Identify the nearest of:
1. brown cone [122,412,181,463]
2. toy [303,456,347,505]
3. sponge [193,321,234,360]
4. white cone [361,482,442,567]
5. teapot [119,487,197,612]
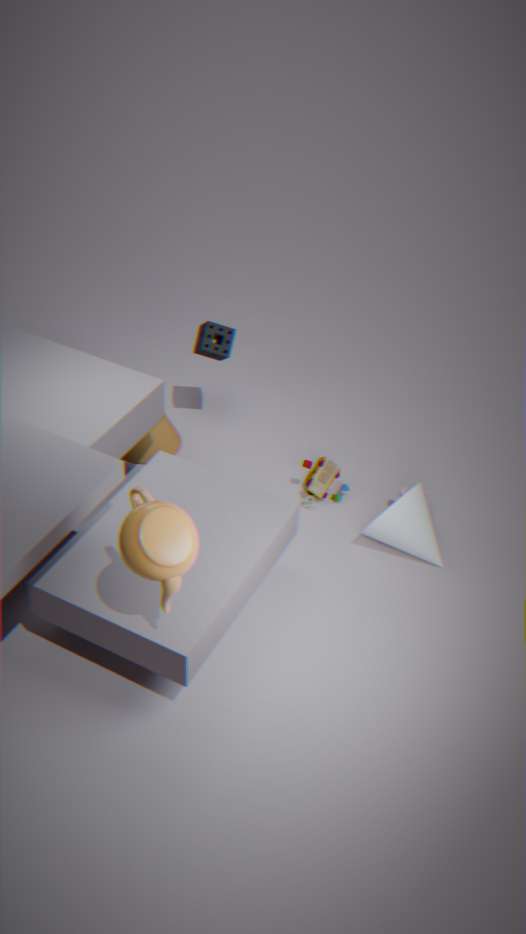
teapot [119,487,197,612]
